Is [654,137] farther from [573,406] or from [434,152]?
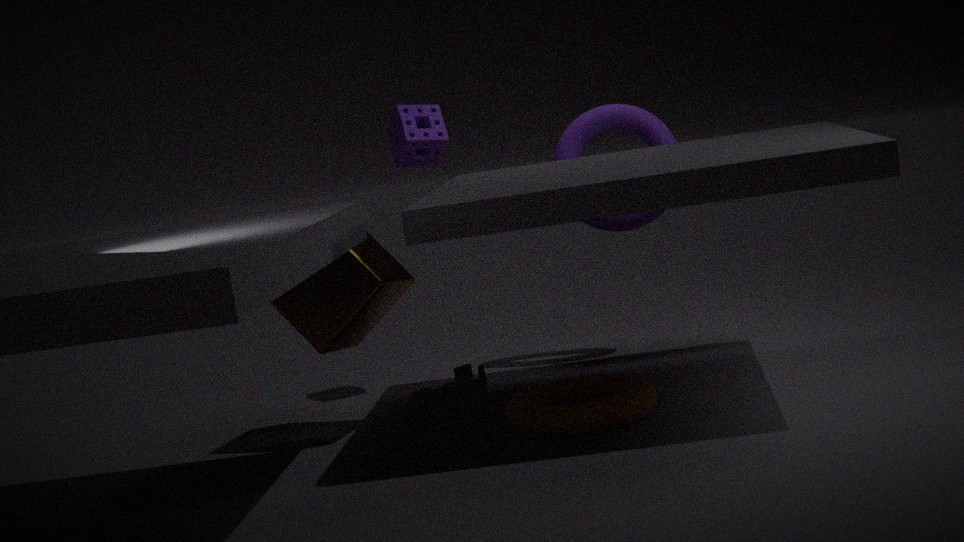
[573,406]
